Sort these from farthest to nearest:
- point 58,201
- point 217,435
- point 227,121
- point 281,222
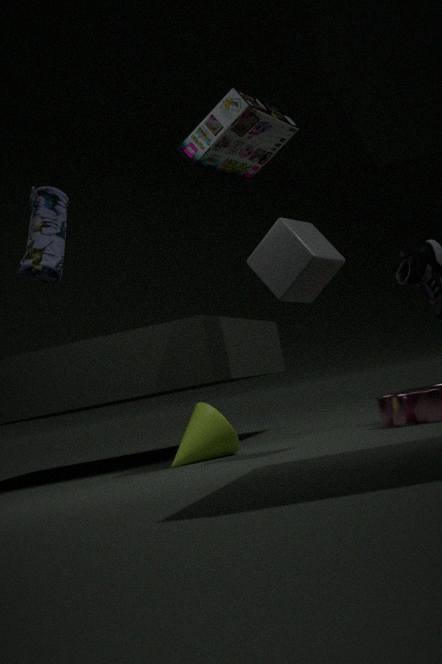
point 58,201, point 217,435, point 227,121, point 281,222
